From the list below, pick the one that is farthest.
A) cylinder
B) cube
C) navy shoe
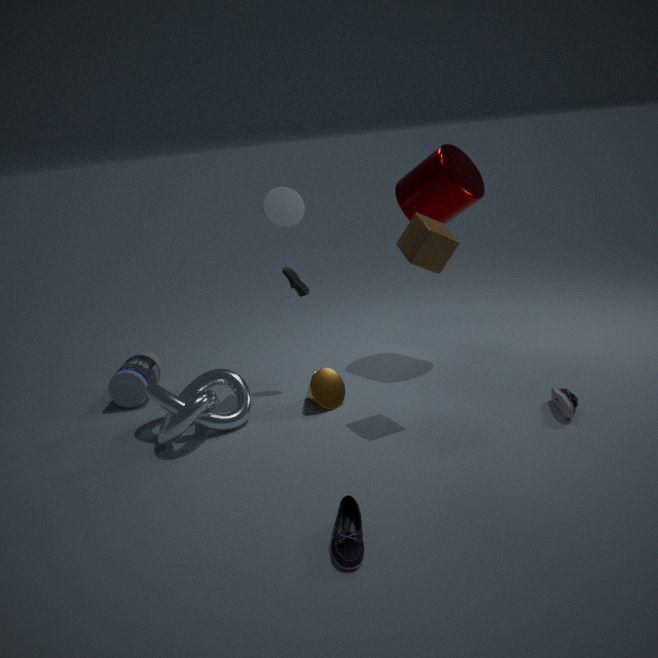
cylinder
